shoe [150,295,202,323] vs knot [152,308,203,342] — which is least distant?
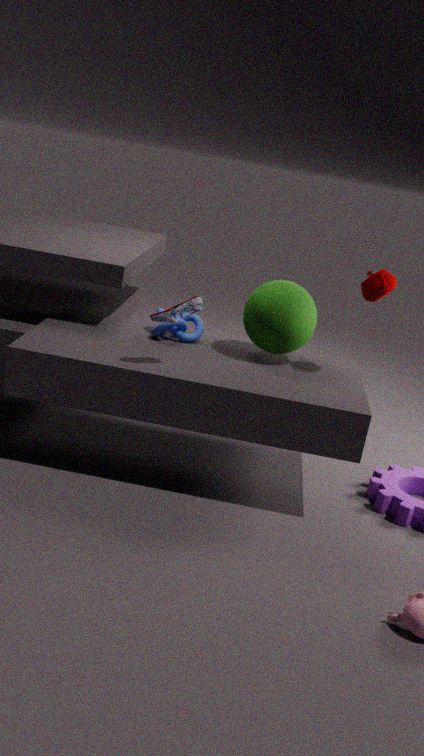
shoe [150,295,202,323]
